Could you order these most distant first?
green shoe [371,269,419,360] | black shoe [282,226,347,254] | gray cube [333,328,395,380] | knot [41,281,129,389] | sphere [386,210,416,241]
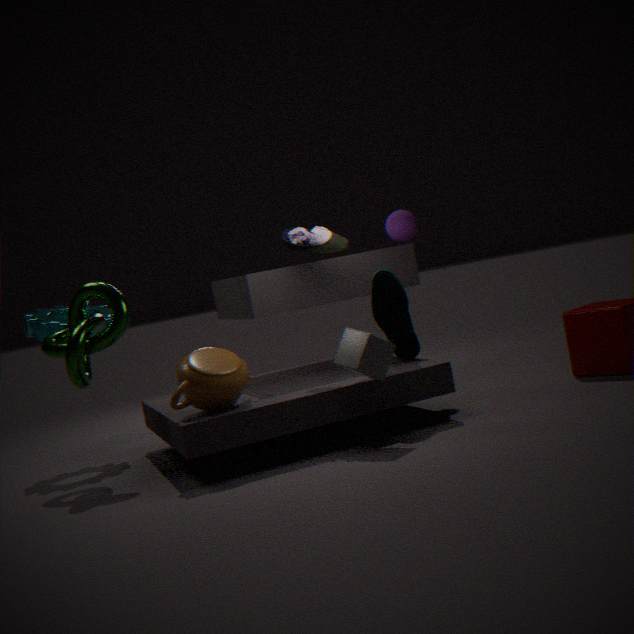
sphere [386,210,416,241] < green shoe [371,269,419,360] < black shoe [282,226,347,254] < knot [41,281,129,389] < gray cube [333,328,395,380]
